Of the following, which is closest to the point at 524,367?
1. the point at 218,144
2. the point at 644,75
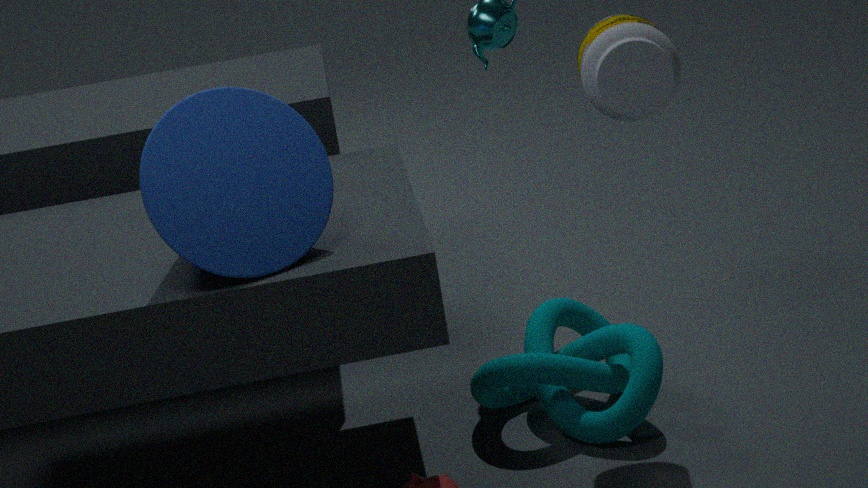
the point at 644,75
